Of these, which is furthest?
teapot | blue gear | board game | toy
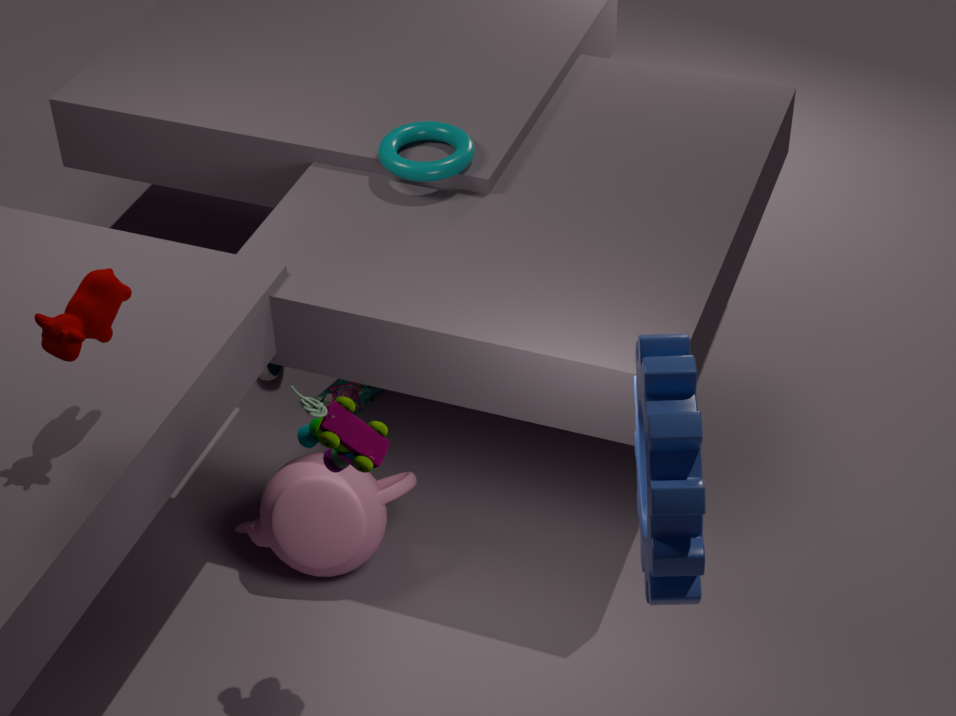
board game
